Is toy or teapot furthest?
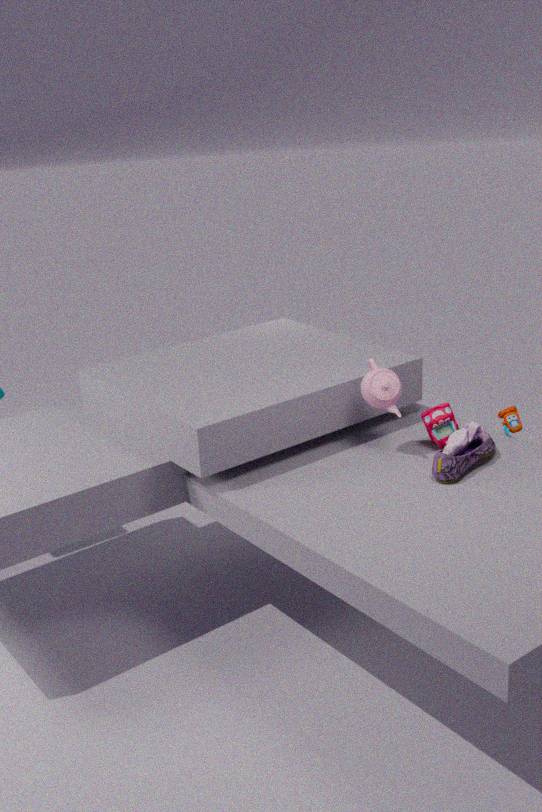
toy
